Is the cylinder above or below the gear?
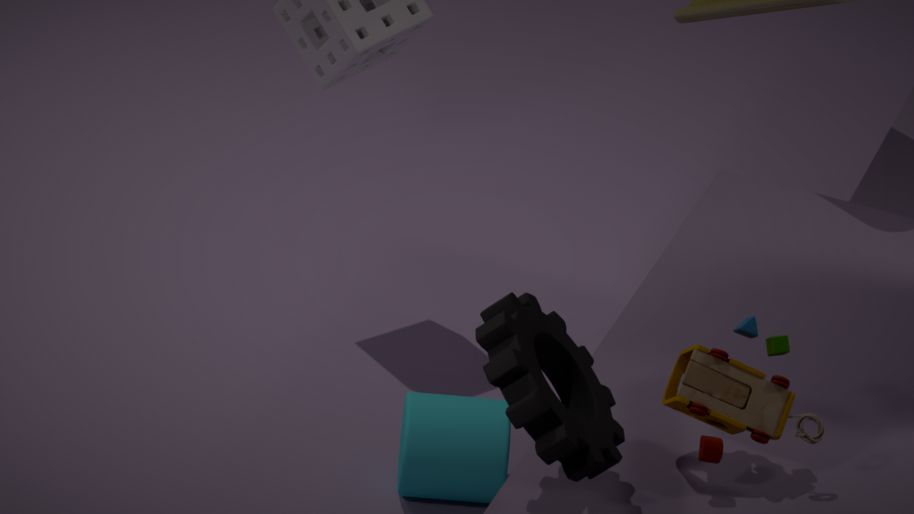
below
